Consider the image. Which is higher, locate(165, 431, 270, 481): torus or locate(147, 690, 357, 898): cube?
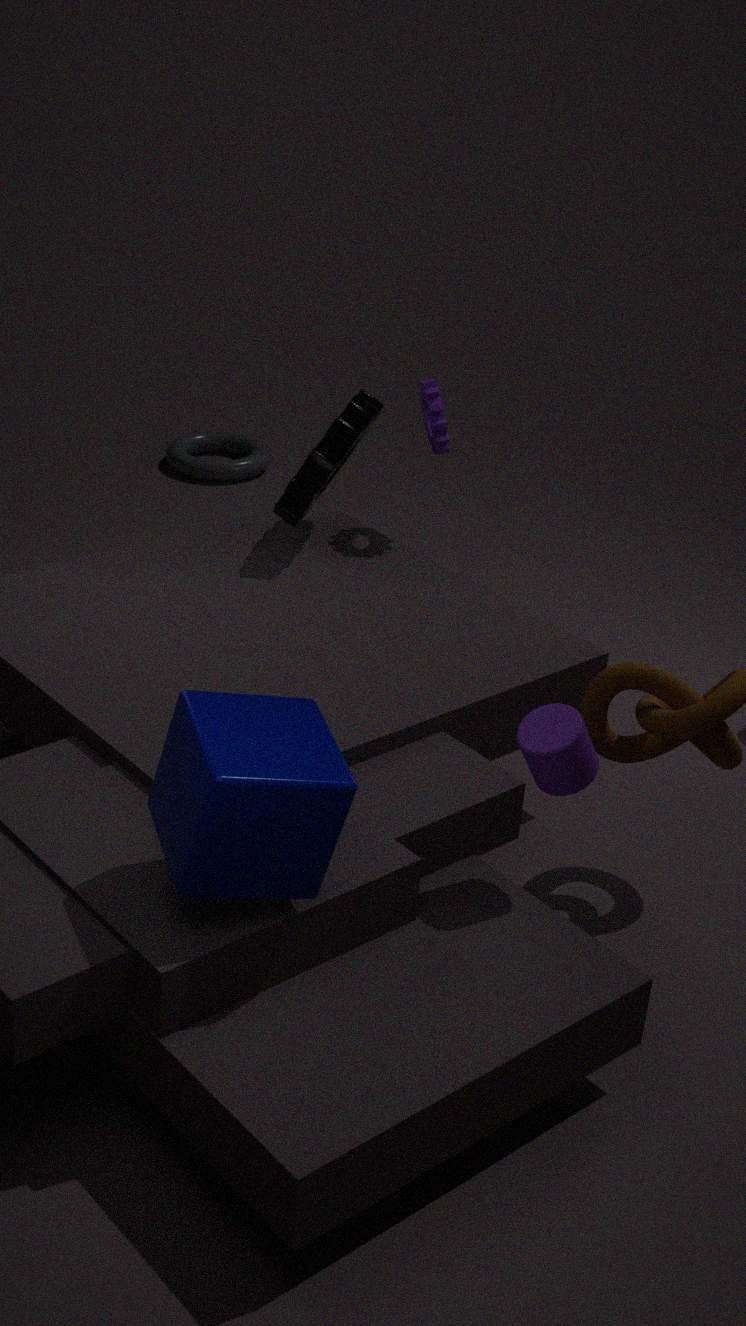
locate(147, 690, 357, 898): cube
